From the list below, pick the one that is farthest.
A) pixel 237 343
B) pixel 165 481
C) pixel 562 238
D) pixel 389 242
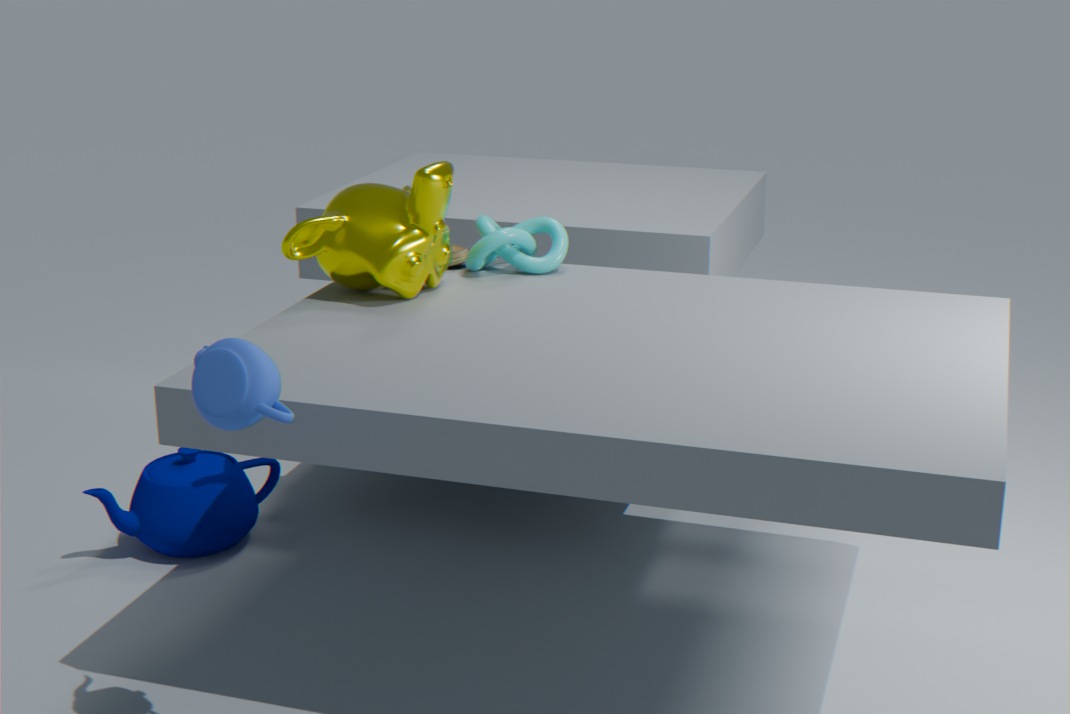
pixel 165 481
